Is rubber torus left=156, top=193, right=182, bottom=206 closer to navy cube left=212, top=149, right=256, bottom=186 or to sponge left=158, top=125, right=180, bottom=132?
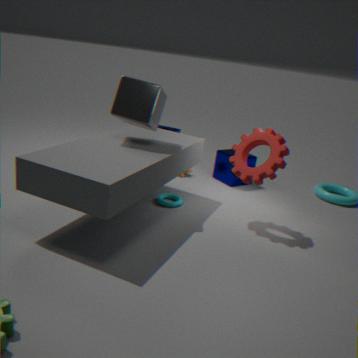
navy cube left=212, top=149, right=256, bottom=186
